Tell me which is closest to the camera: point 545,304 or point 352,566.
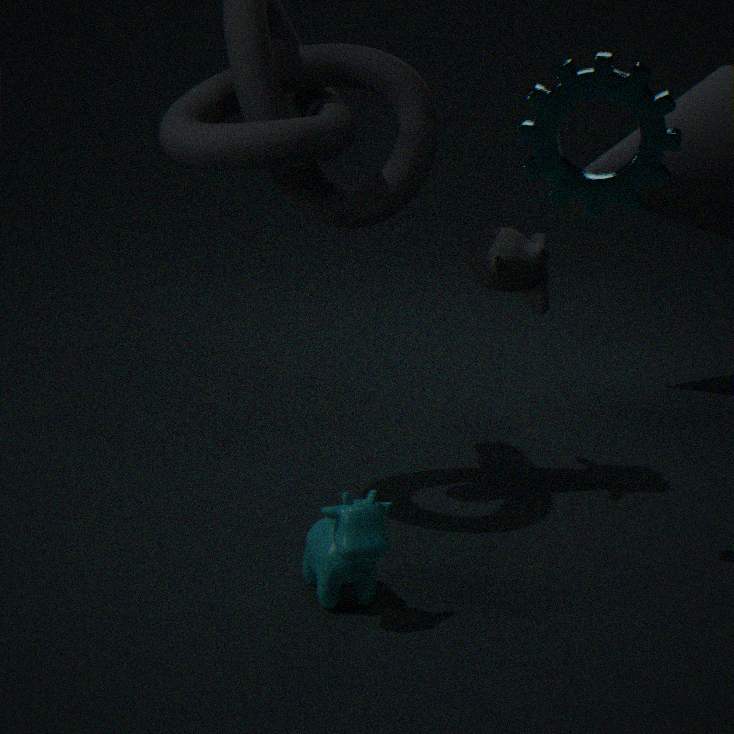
point 352,566
